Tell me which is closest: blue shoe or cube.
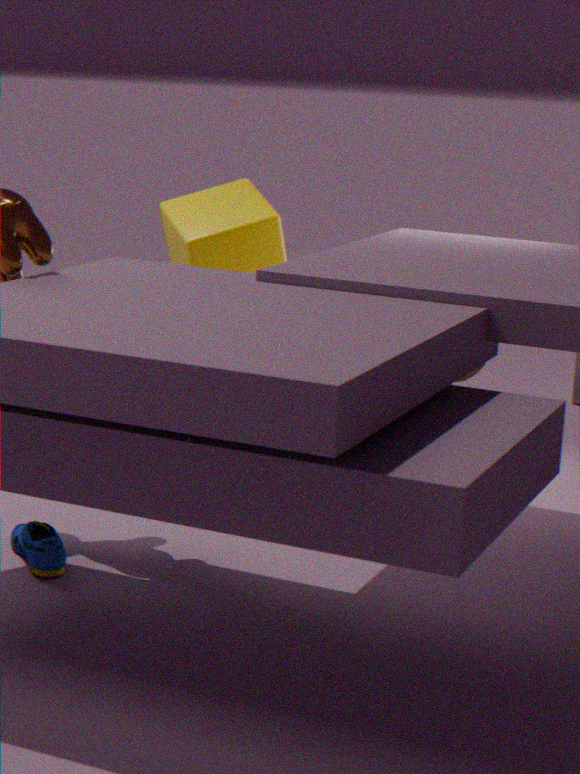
blue shoe
